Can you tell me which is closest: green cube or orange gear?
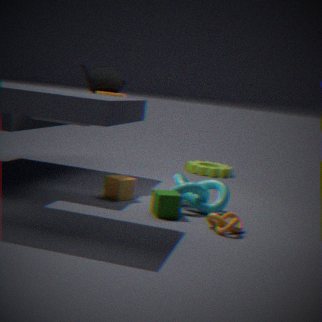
green cube
